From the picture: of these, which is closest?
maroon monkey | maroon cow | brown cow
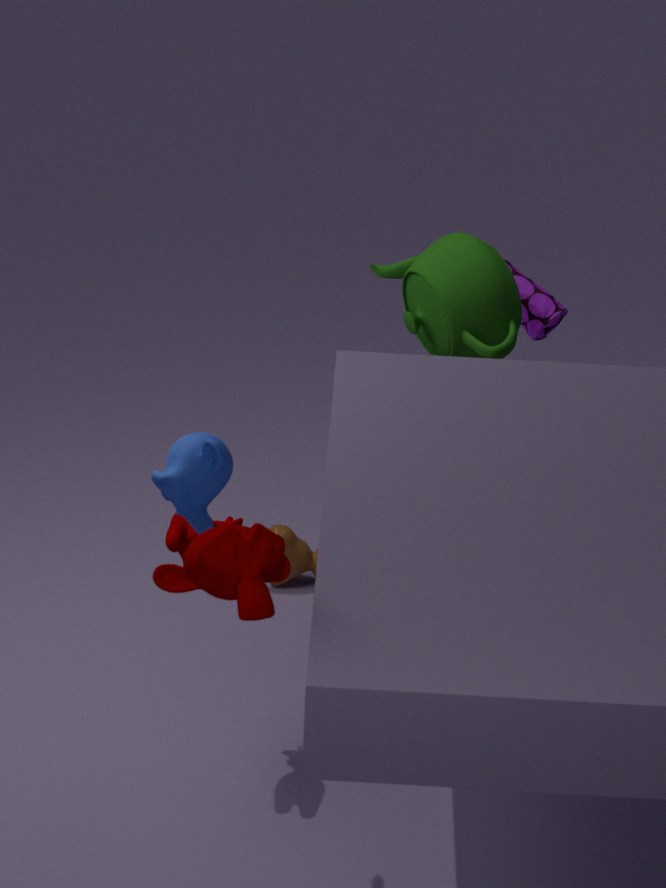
maroon monkey
